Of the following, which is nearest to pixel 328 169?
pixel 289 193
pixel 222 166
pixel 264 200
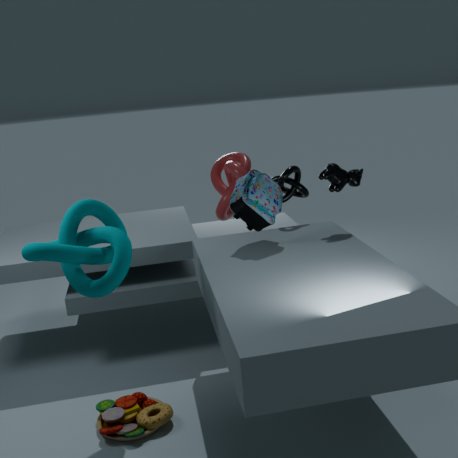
pixel 289 193
